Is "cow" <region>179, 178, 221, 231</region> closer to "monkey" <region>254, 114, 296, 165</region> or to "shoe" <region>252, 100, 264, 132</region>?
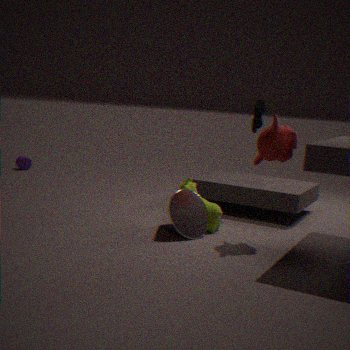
"monkey" <region>254, 114, 296, 165</region>
